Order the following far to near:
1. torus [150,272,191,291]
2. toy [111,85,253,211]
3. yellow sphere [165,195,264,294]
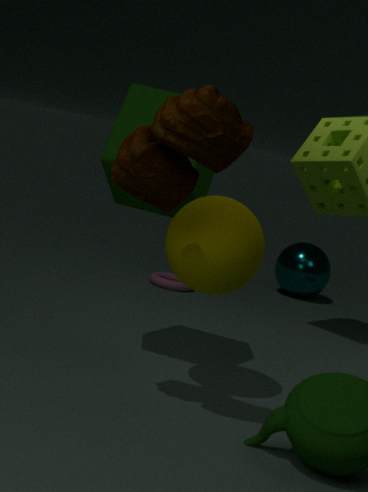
1. torus [150,272,191,291]
2. yellow sphere [165,195,264,294]
3. toy [111,85,253,211]
